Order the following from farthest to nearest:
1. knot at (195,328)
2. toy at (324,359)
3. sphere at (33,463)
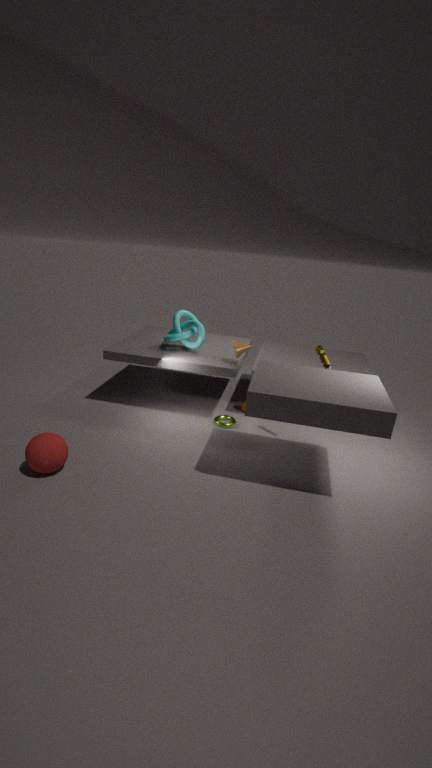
knot at (195,328)
toy at (324,359)
sphere at (33,463)
